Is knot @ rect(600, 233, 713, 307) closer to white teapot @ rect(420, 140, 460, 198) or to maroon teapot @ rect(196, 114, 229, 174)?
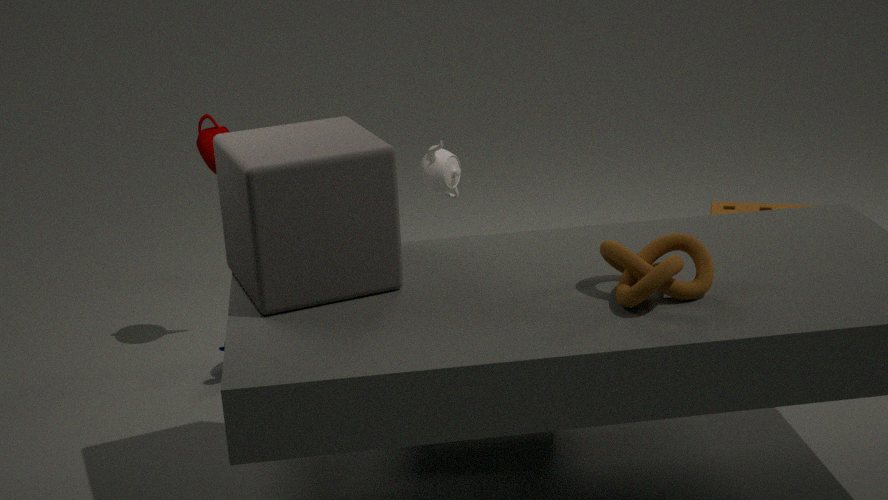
white teapot @ rect(420, 140, 460, 198)
